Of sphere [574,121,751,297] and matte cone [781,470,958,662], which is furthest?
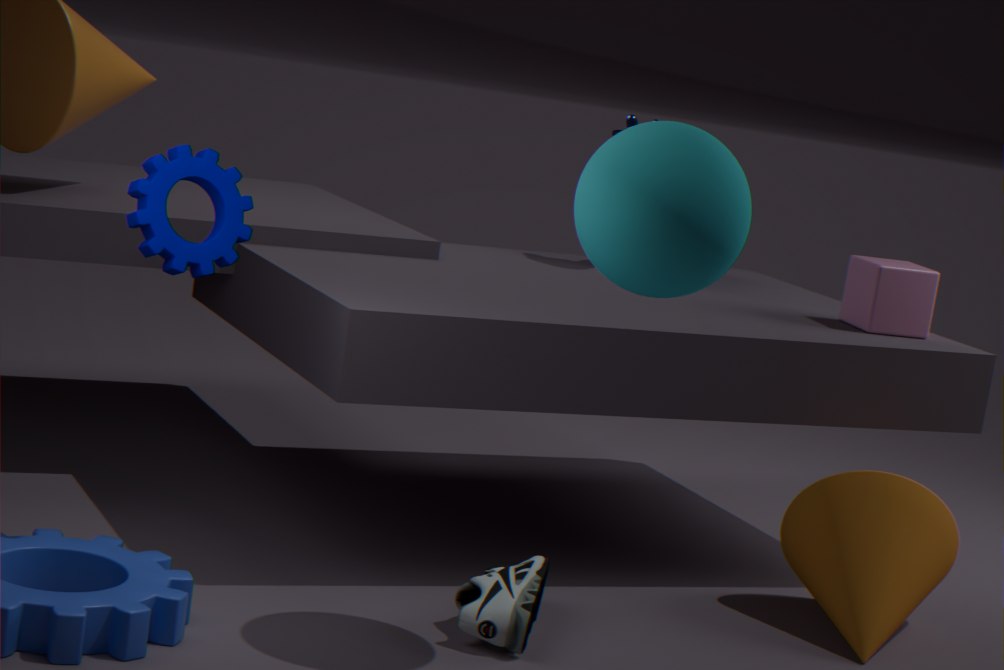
matte cone [781,470,958,662]
